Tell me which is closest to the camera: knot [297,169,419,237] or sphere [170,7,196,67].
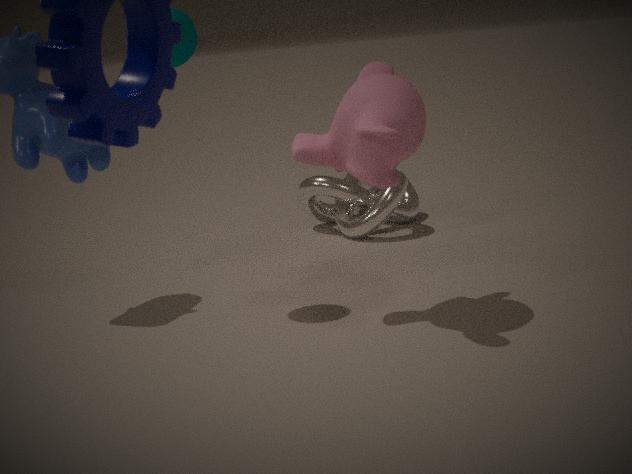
sphere [170,7,196,67]
